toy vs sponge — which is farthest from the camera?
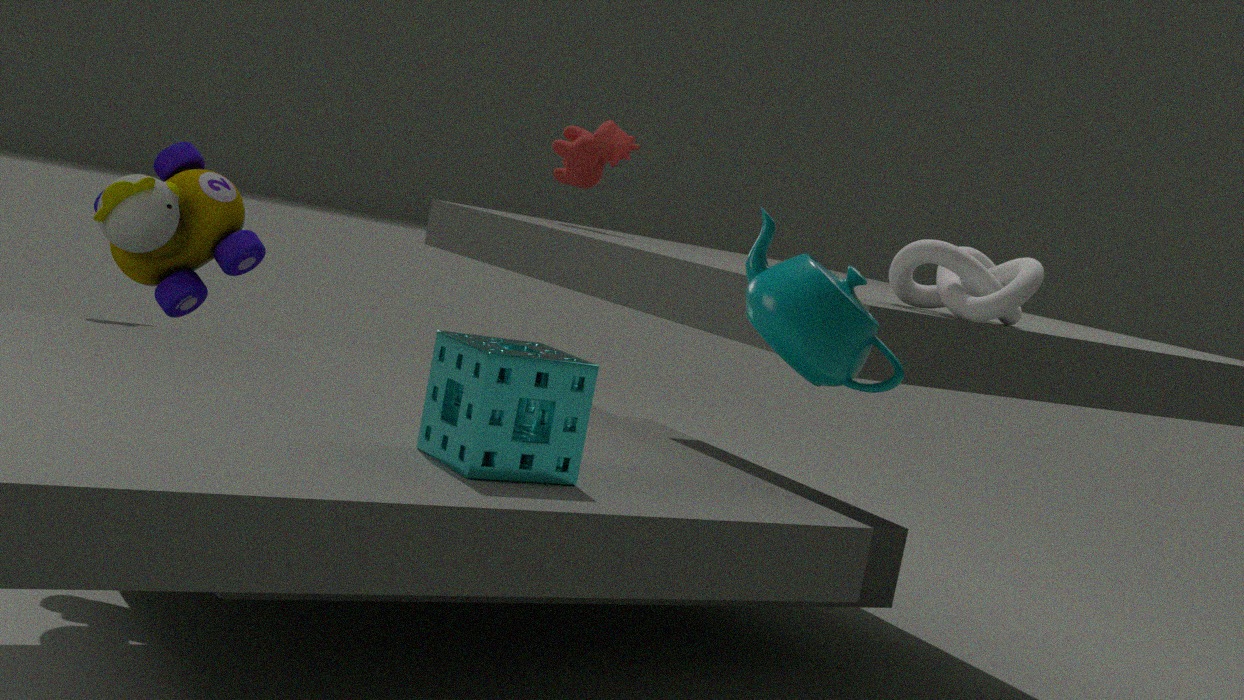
toy
